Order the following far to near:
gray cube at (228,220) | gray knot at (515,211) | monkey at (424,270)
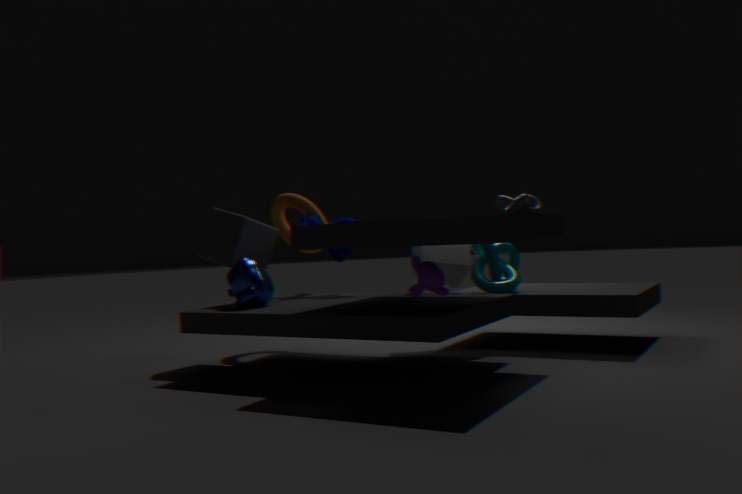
gray cube at (228,220), gray knot at (515,211), monkey at (424,270)
